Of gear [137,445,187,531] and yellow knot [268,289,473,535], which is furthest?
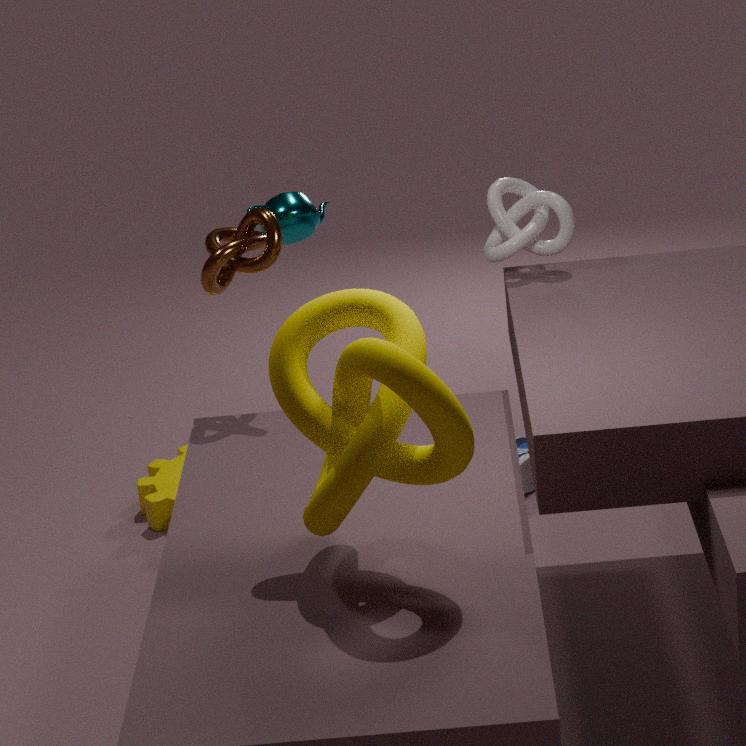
gear [137,445,187,531]
